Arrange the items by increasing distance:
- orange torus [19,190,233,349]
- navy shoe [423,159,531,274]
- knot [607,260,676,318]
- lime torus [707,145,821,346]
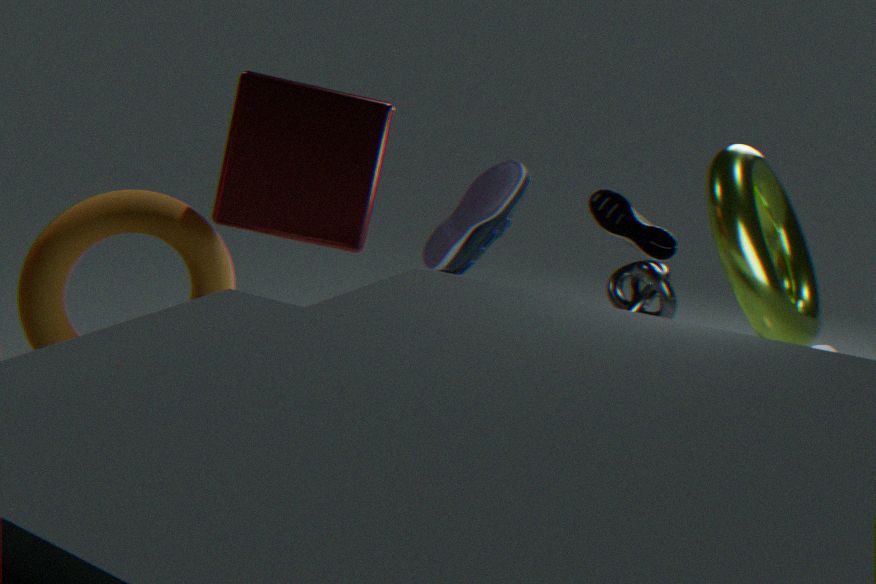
lime torus [707,145,821,346], orange torus [19,190,233,349], knot [607,260,676,318], navy shoe [423,159,531,274]
